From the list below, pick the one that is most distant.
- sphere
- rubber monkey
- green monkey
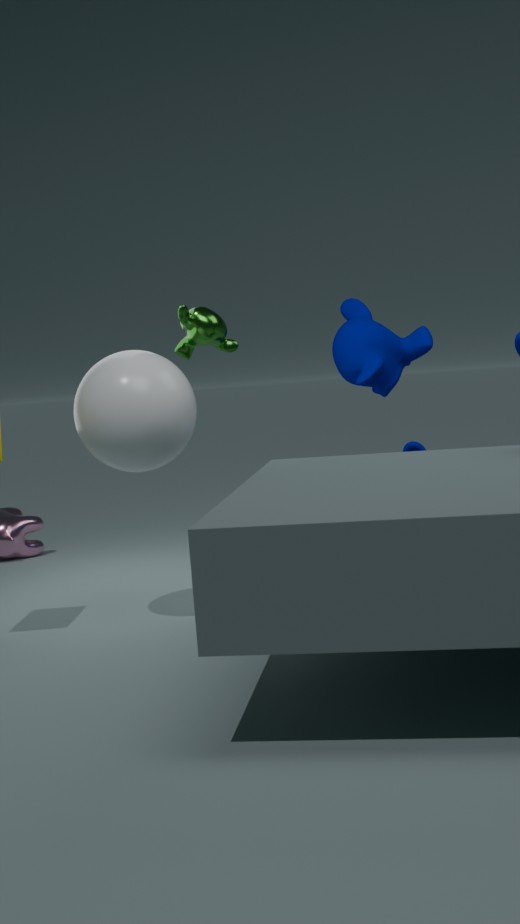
rubber monkey
